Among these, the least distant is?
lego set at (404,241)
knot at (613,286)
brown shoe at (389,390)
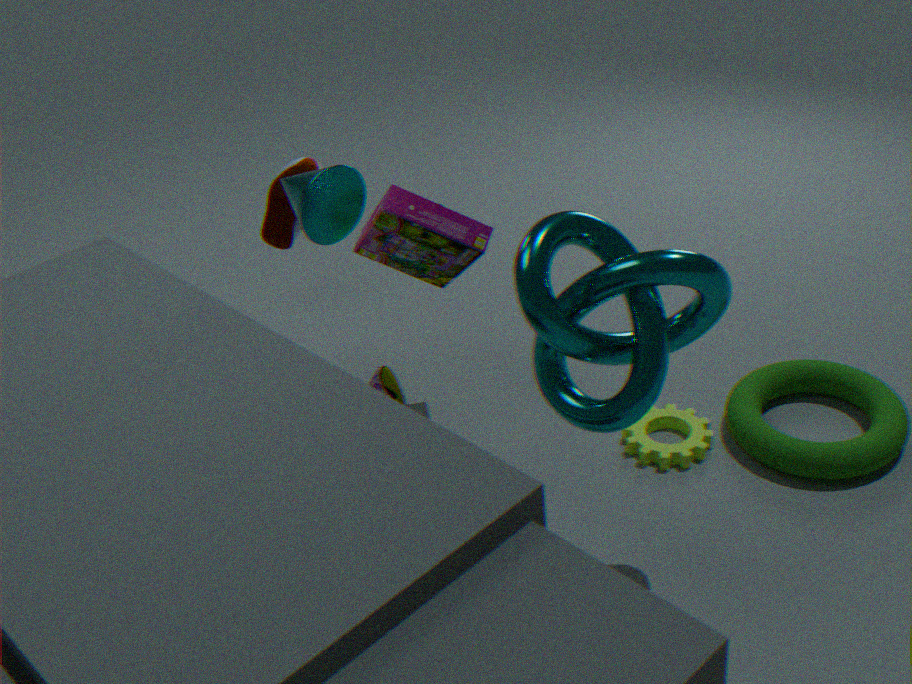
knot at (613,286)
